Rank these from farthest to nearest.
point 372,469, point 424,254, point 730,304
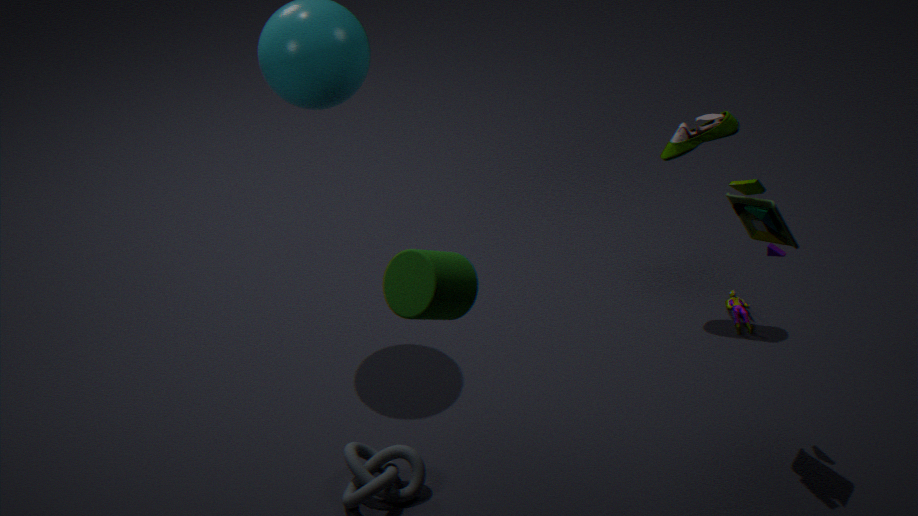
point 730,304, point 372,469, point 424,254
